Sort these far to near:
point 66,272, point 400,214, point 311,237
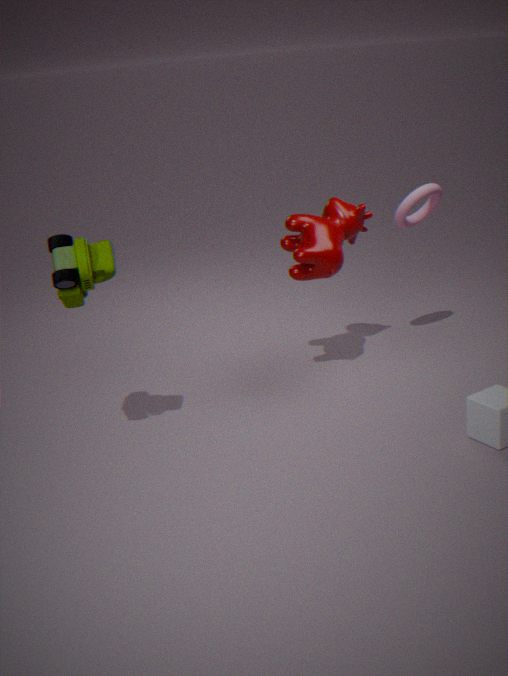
point 400,214 → point 311,237 → point 66,272
